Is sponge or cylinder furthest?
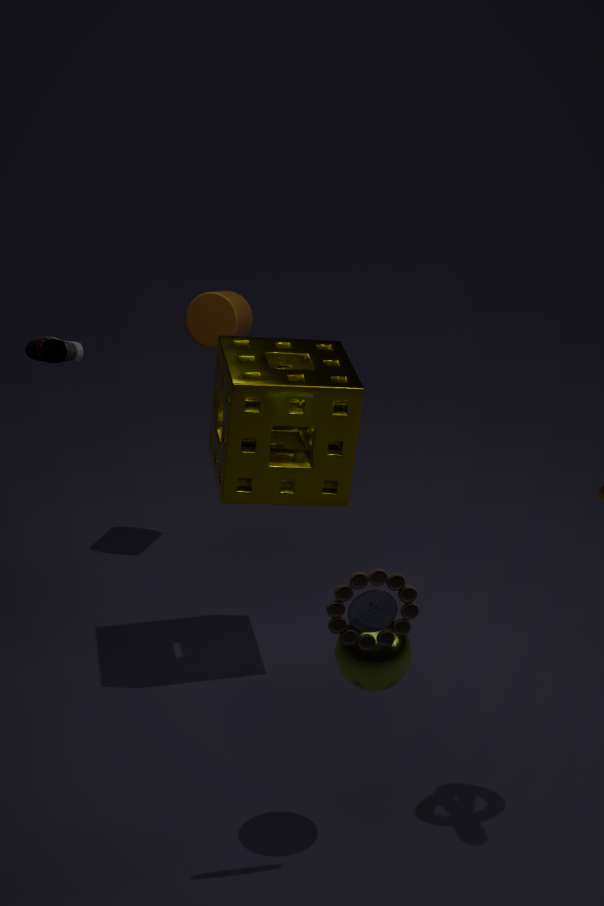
cylinder
